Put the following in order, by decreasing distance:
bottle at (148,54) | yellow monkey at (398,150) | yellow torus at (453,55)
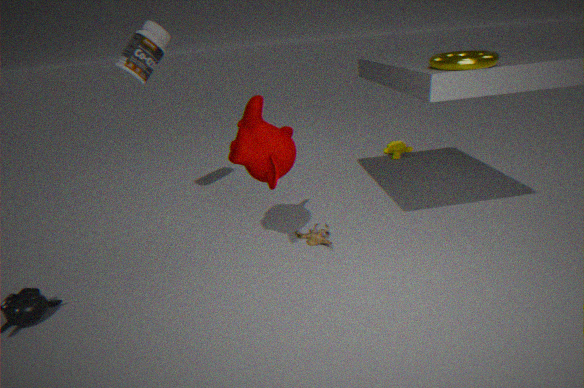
yellow monkey at (398,150) < bottle at (148,54) < yellow torus at (453,55)
